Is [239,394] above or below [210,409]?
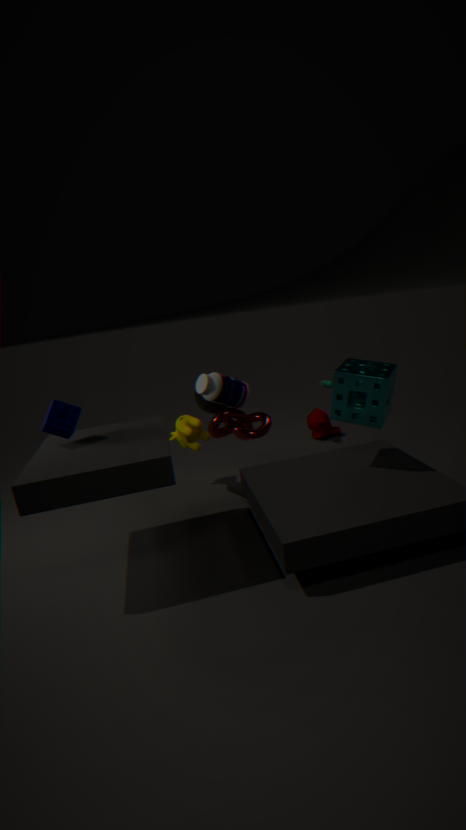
above
